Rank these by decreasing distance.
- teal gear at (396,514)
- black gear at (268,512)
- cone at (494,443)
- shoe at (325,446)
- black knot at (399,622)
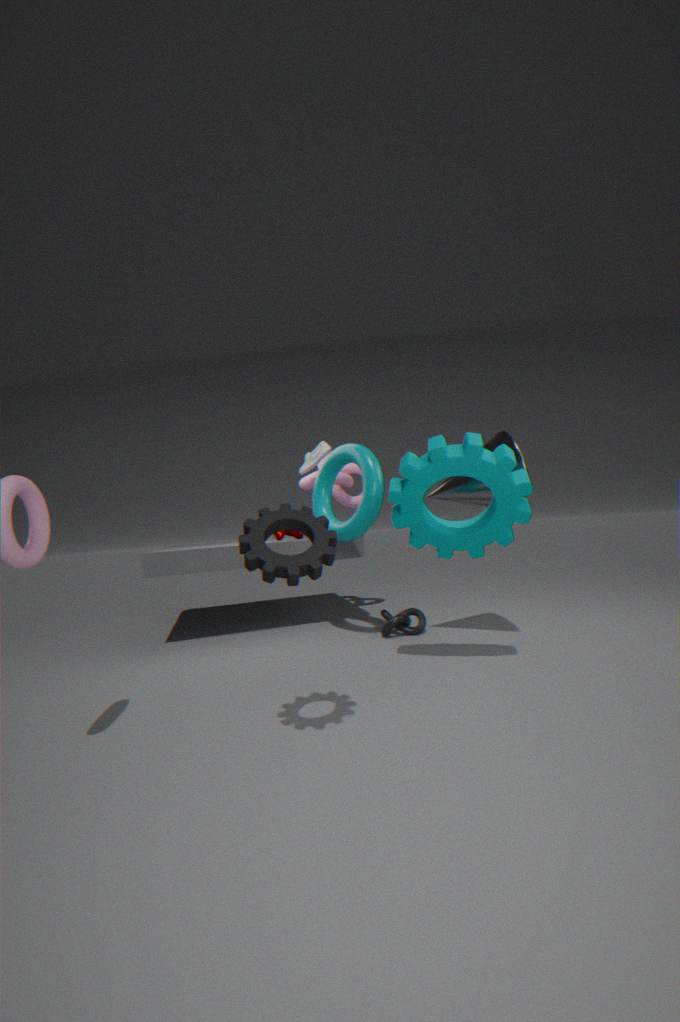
1. shoe at (325,446)
2. black knot at (399,622)
3. cone at (494,443)
4. teal gear at (396,514)
5. black gear at (268,512)
